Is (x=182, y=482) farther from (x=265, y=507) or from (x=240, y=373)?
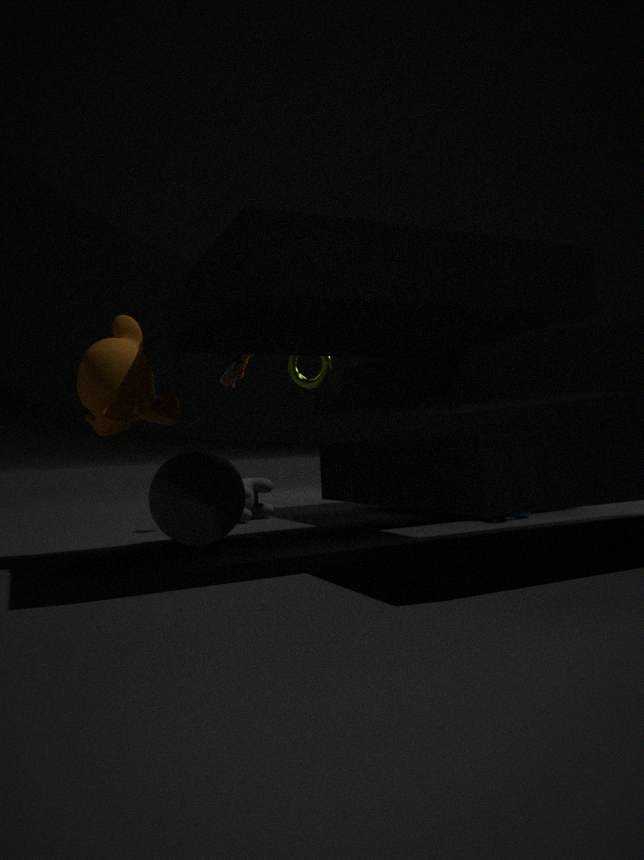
(x=265, y=507)
